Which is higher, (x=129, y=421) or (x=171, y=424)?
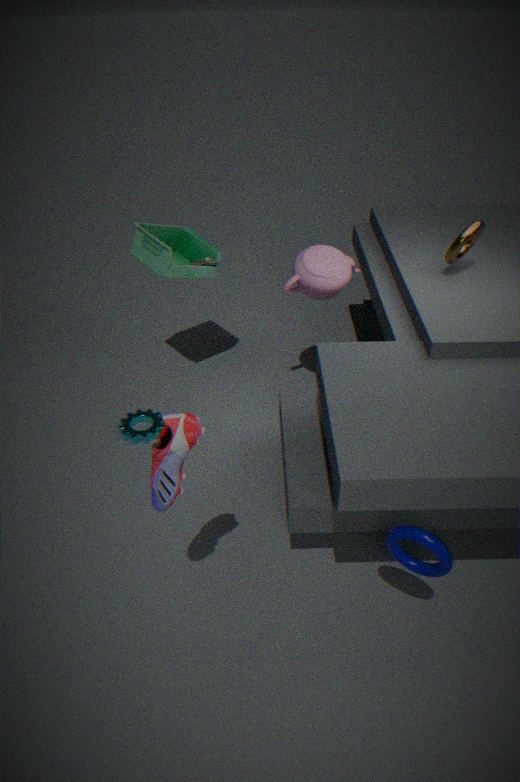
(x=171, y=424)
